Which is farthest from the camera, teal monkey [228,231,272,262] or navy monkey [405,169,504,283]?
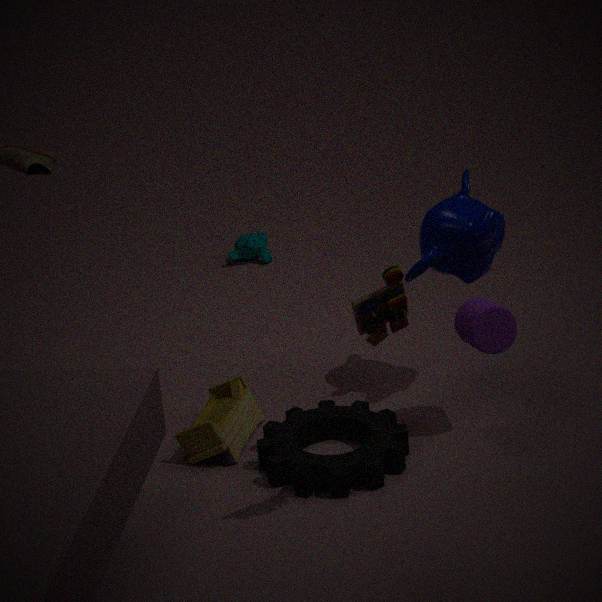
teal monkey [228,231,272,262]
